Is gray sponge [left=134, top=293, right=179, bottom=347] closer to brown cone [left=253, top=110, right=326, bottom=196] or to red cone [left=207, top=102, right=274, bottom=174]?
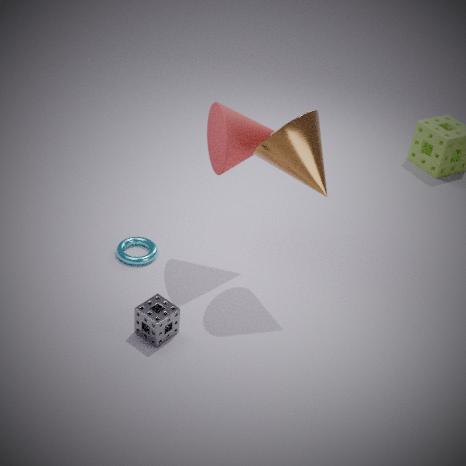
red cone [left=207, top=102, right=274, bottom=174]
